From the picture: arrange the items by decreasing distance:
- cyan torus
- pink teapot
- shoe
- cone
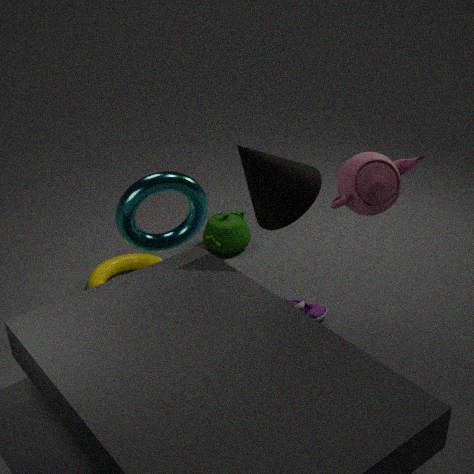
shoe → cyan torus → cone → pink teapot
